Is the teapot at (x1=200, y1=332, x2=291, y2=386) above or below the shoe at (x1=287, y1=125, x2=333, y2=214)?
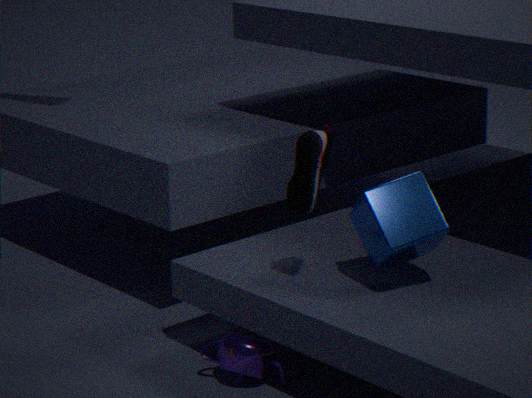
below
